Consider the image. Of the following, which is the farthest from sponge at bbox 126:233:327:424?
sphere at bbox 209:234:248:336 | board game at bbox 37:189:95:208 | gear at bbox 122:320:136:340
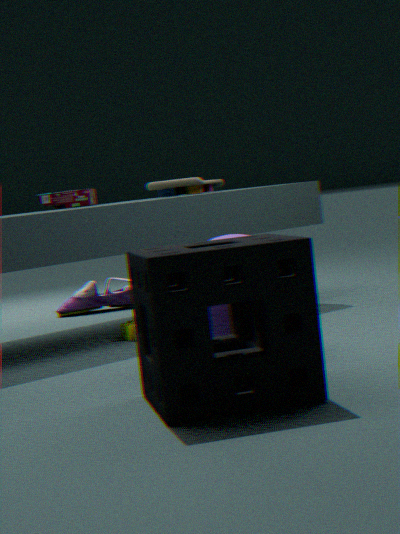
board game at bbox 37:189:95:208
